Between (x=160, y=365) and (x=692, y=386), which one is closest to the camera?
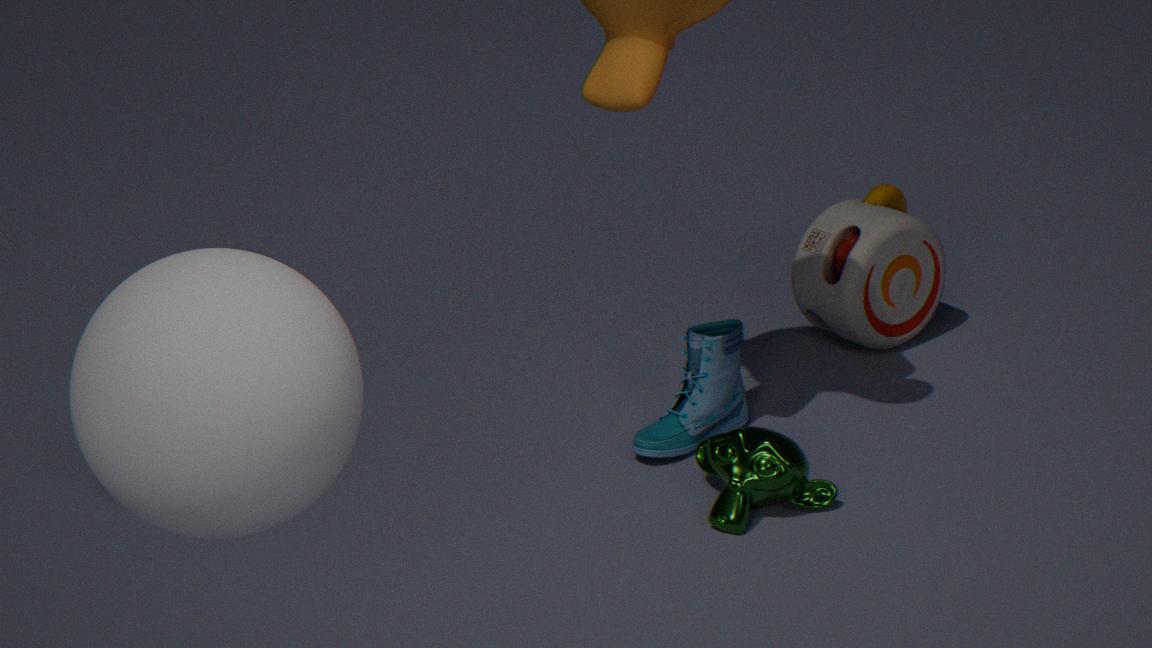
(x=160, y=365)
